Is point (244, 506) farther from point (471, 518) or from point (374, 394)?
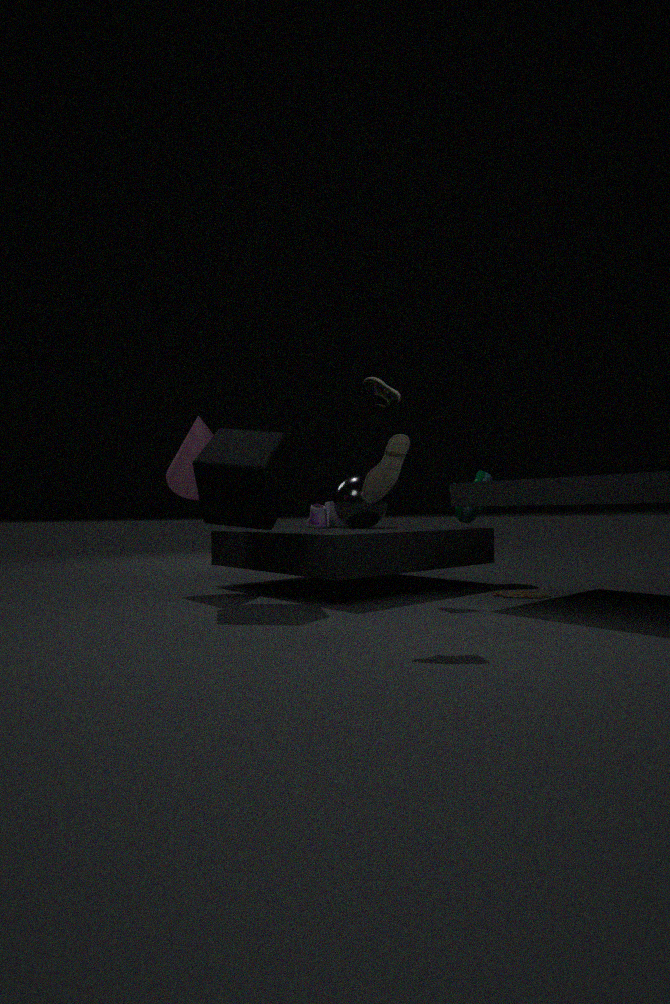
point (471, 518)
